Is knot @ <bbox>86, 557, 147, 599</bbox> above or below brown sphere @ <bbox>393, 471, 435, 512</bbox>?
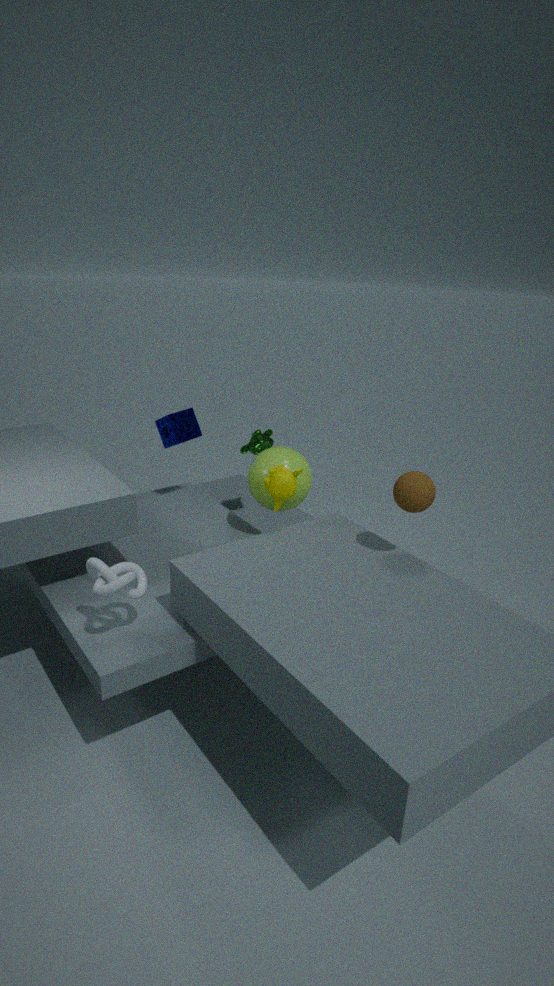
below
